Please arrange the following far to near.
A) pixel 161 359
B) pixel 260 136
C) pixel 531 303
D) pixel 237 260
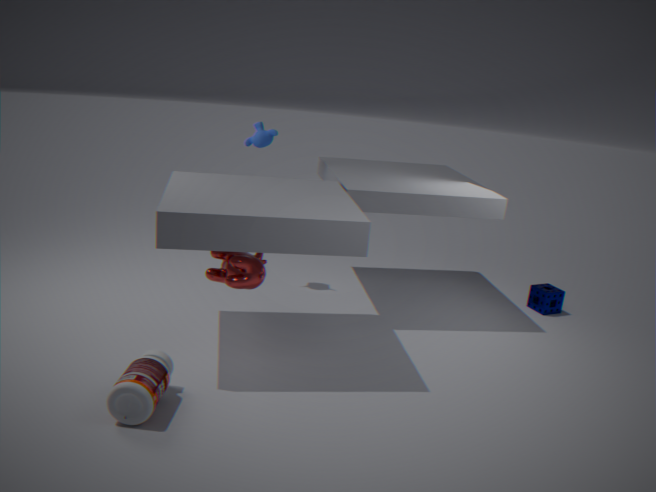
pixel 531 303 < pixel 260 136 < pixel 237 260 < pixel 161 359
